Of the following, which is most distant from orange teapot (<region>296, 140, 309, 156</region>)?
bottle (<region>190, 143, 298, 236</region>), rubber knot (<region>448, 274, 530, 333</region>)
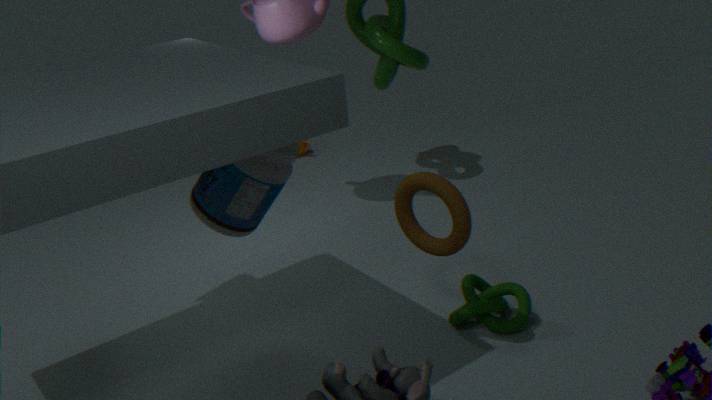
rubber knot (<region>448, 274, 530, 333</region>)
